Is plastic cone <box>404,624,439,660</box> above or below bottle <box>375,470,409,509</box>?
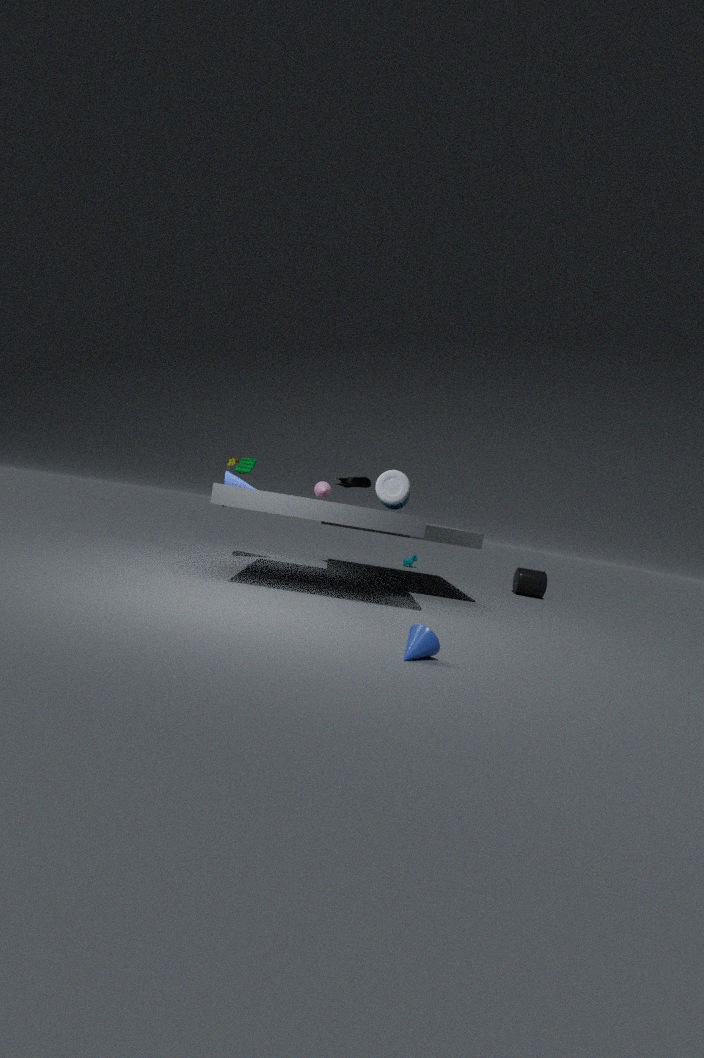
below
